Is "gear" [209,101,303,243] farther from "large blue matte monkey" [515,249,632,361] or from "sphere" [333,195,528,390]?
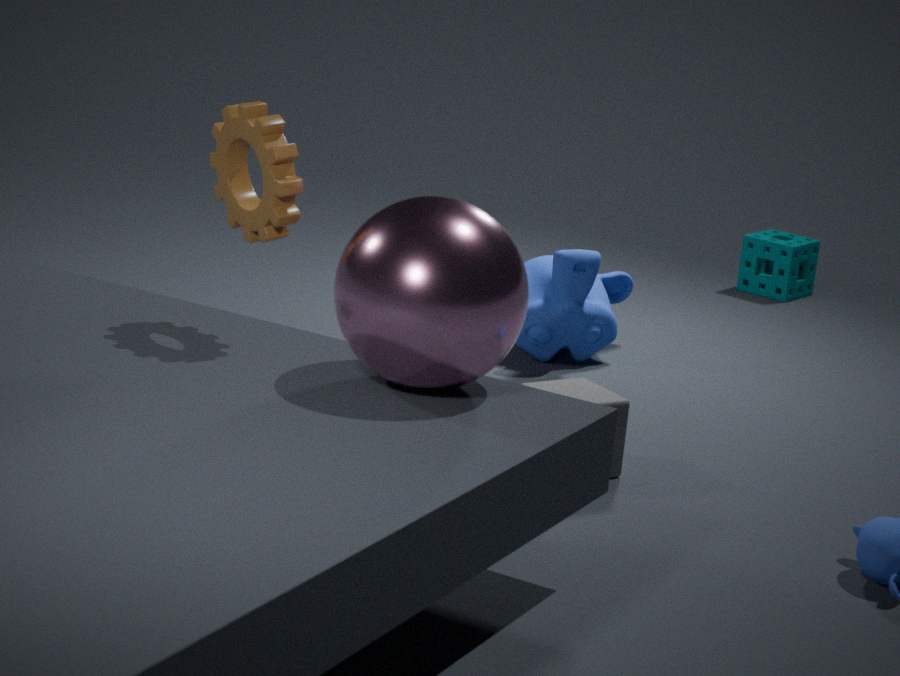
"large blue matte monkey" [515,249,632,361]
